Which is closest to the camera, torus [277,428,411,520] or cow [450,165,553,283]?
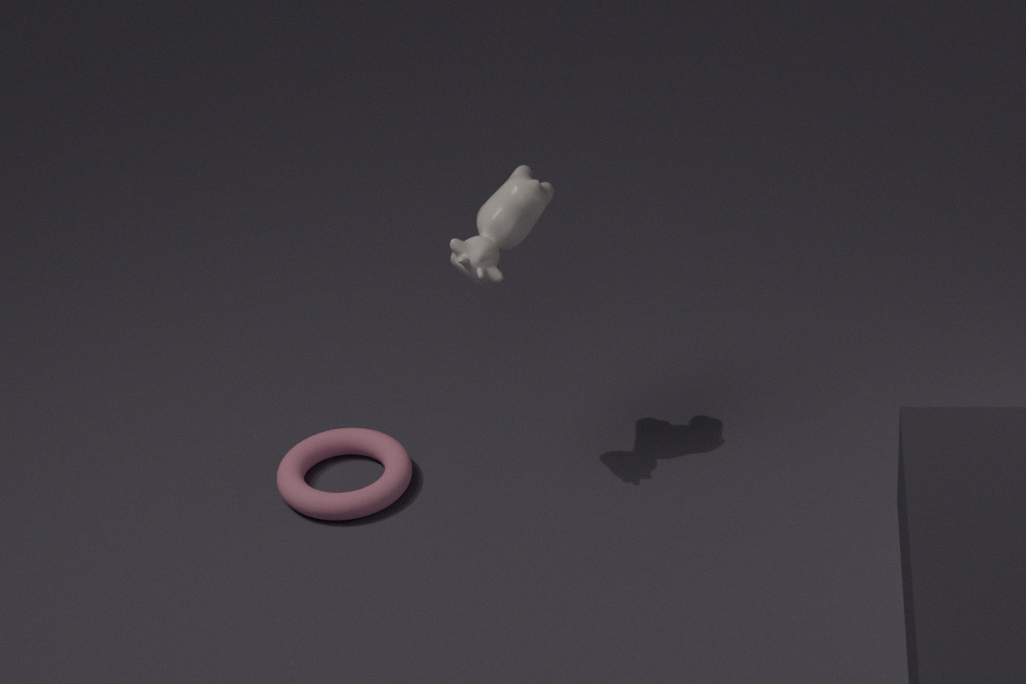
cow [450,165,553,283]
